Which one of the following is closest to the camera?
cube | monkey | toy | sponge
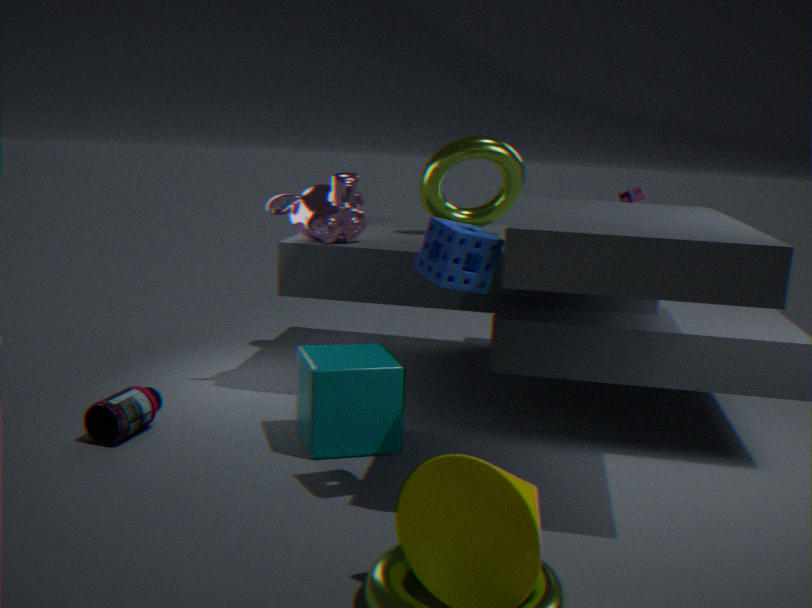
sponge
